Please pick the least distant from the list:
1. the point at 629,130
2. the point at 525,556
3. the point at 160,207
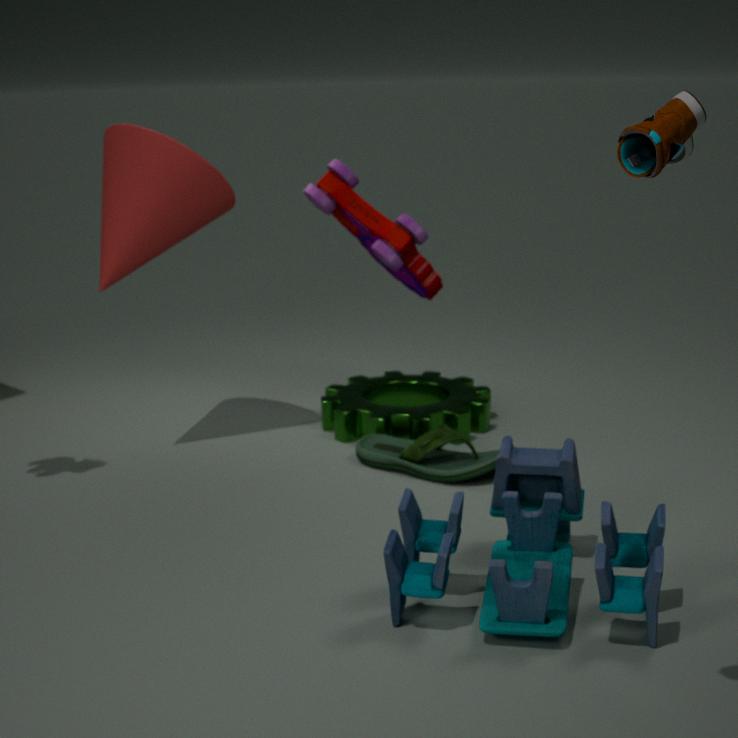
the point at 629,130
